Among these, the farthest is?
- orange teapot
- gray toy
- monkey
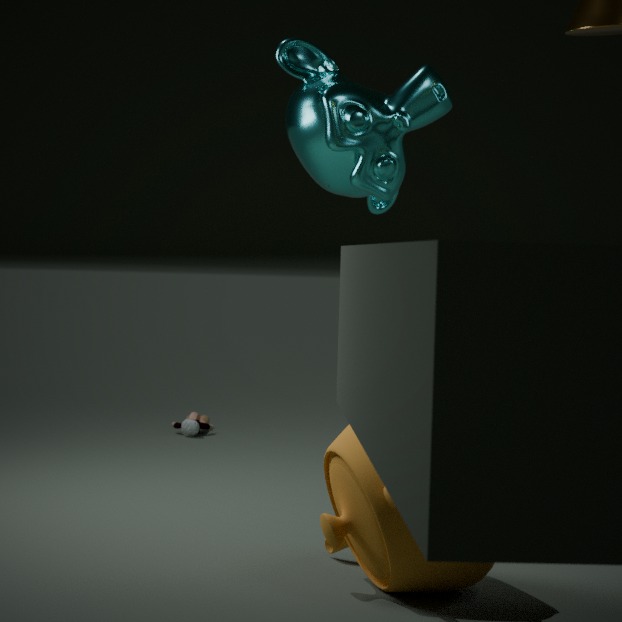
gray toy
